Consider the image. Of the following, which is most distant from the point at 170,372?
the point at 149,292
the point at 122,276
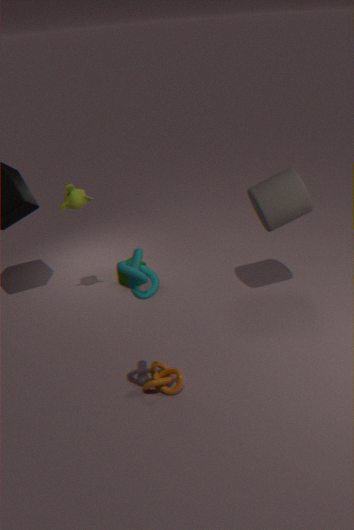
the point at 122,276
